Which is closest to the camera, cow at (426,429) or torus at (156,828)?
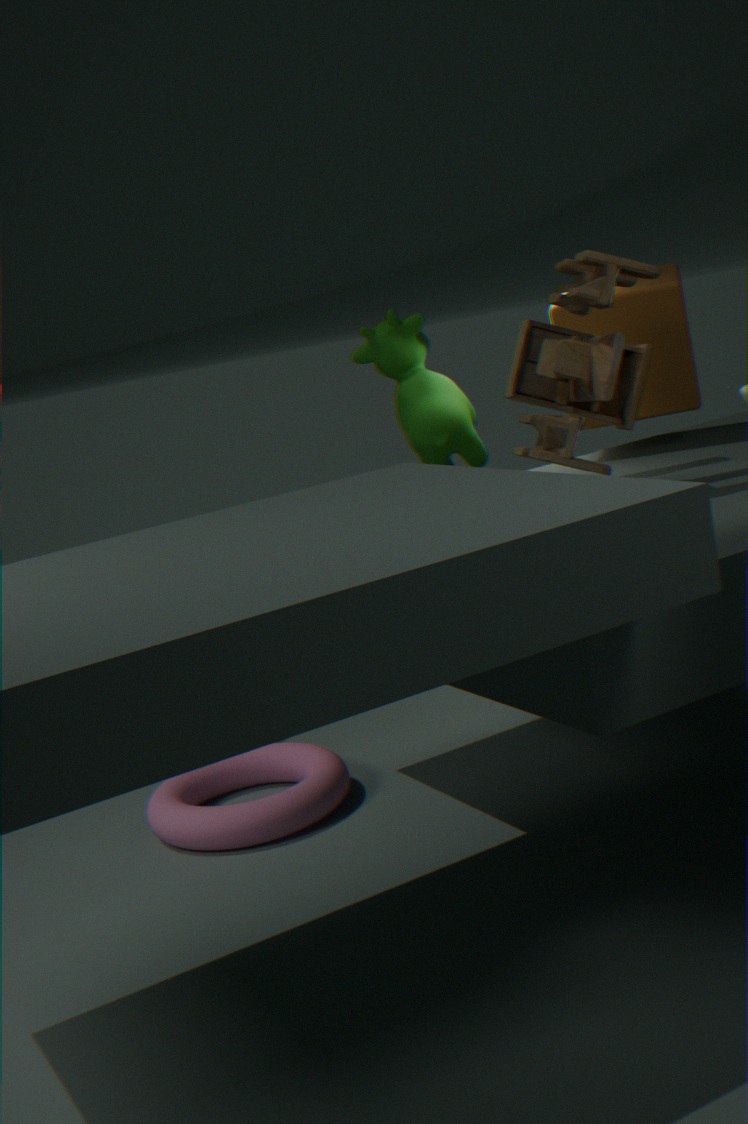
torus at (156,828)
